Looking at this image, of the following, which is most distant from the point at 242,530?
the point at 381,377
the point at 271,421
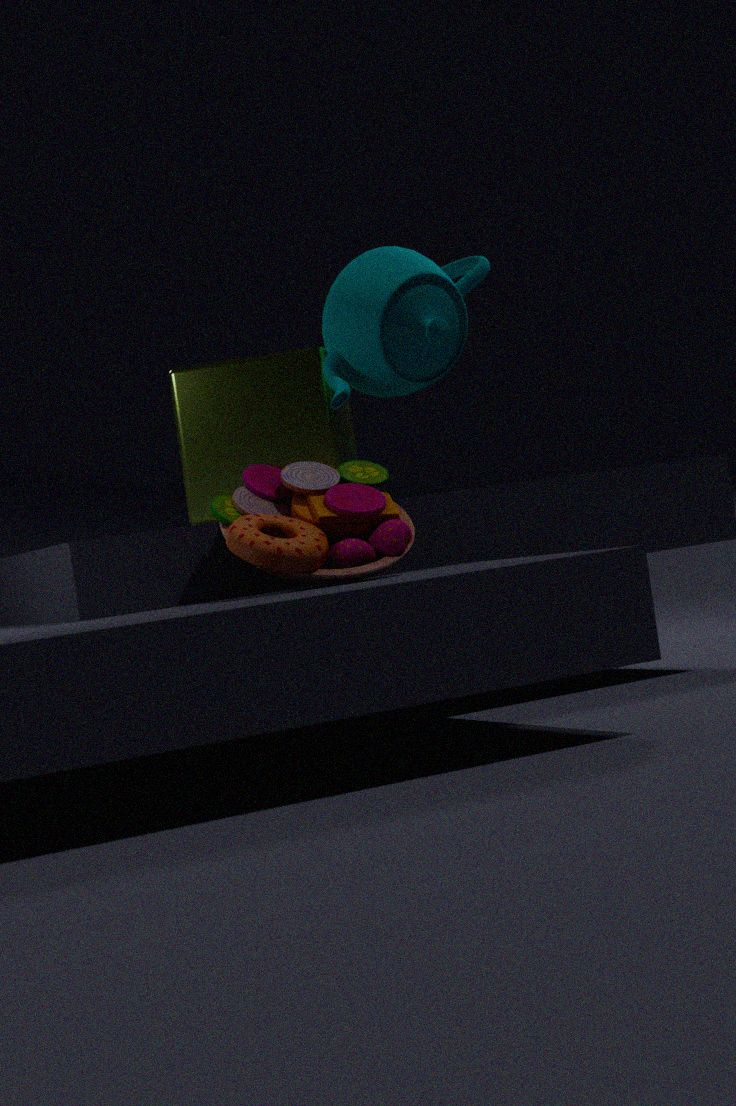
the point at 381,377
